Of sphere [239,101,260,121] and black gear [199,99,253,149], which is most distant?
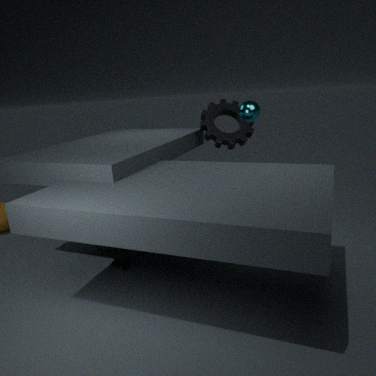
black gear [199,99,253,149]
